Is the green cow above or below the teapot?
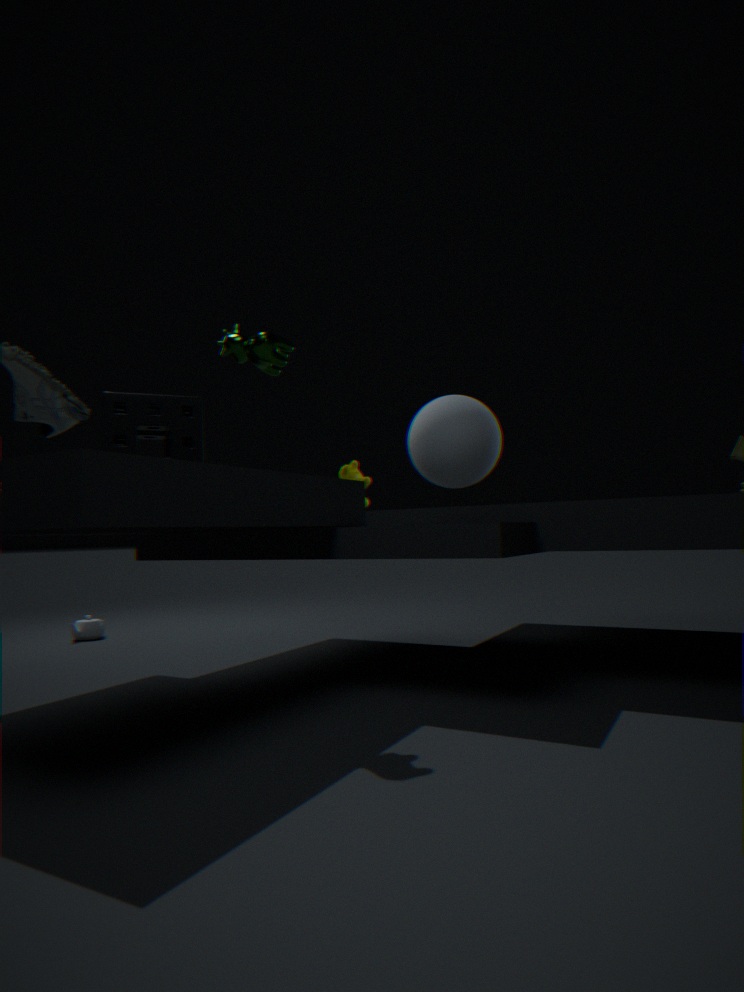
above
